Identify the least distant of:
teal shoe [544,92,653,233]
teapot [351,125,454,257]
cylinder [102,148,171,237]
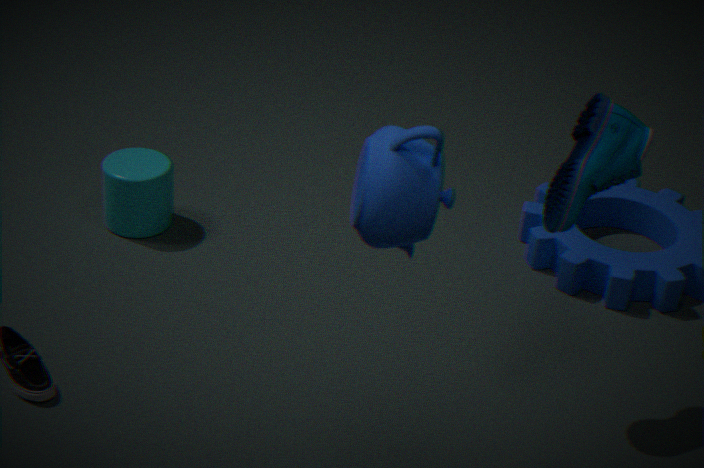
teapot [351,125,454,257]
